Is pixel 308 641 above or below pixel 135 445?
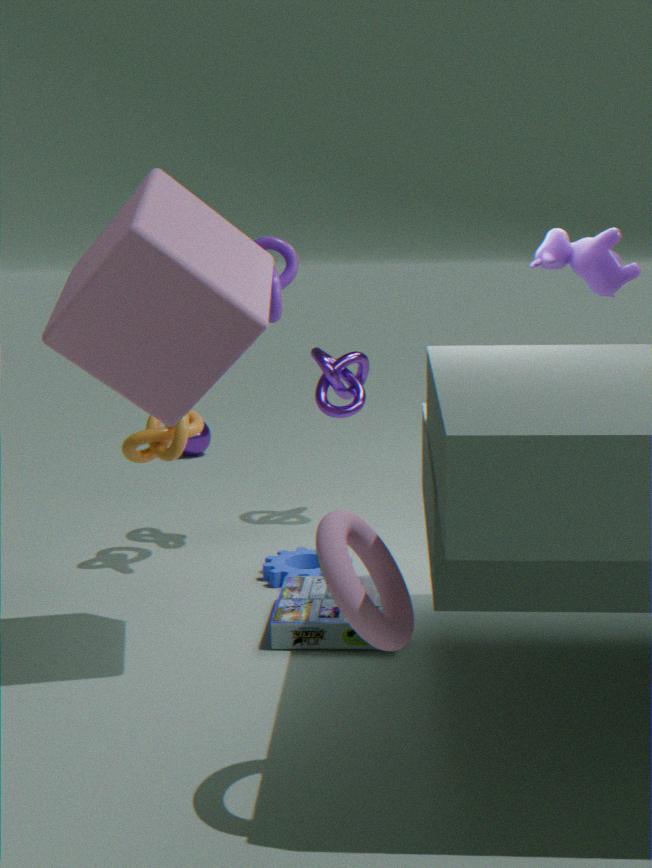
below
